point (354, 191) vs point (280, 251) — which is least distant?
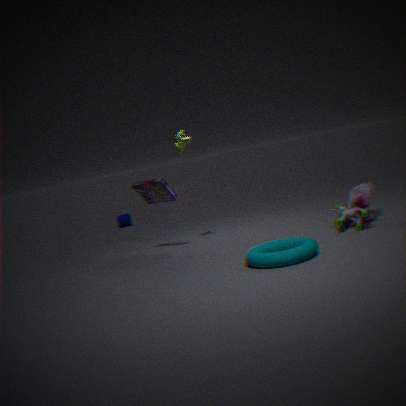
point (280, 251)
